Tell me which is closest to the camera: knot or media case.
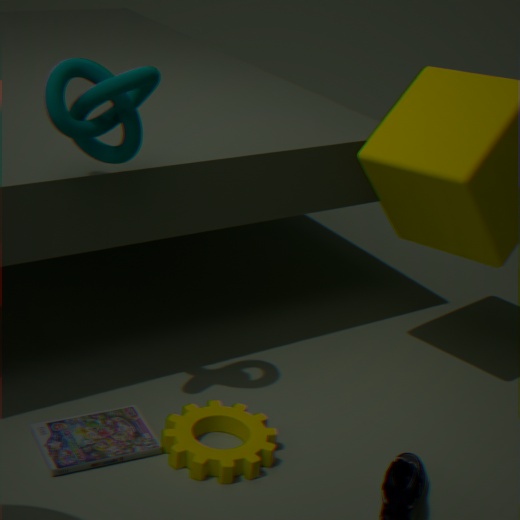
knot
